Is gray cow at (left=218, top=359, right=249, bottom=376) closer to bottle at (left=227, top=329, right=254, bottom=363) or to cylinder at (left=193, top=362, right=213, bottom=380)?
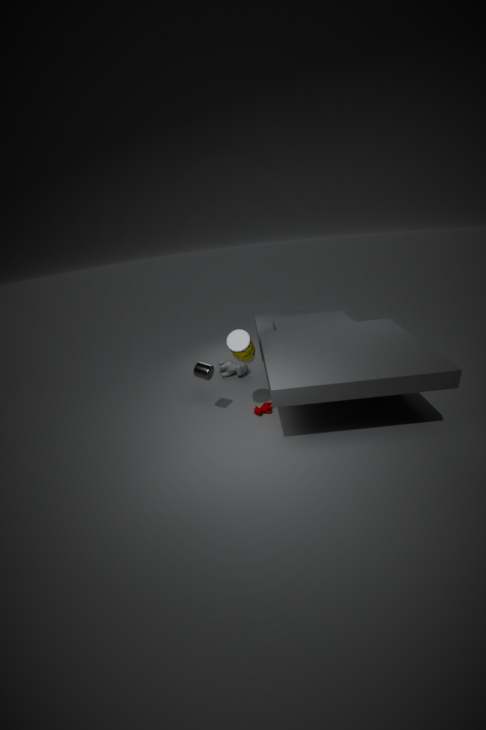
bottle at (left=227, top=329, right=254, bottom=363)
